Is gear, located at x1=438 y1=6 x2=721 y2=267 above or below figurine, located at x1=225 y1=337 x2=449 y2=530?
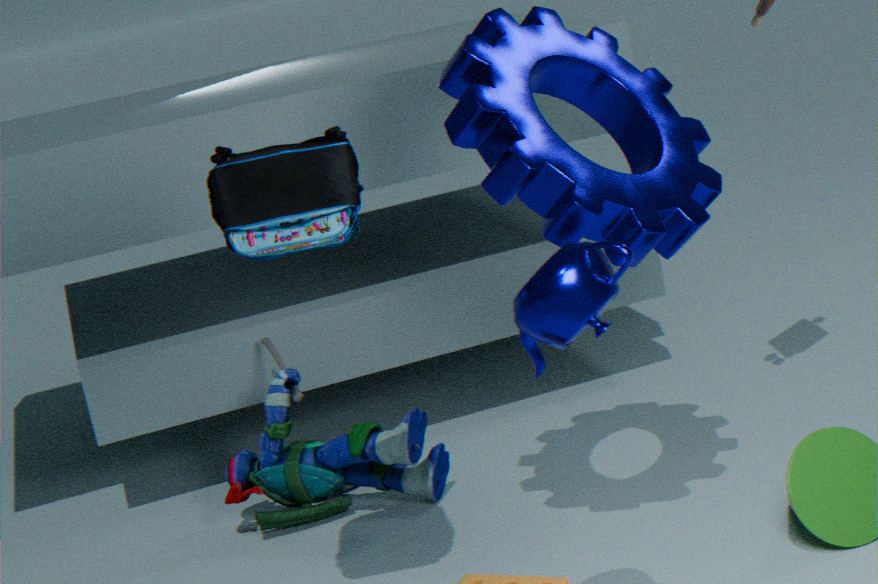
above
